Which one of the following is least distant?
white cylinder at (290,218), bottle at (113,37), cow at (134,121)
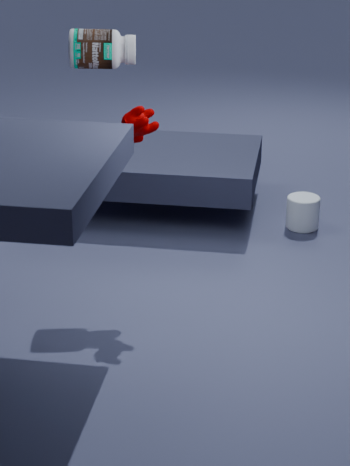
cow at (134,121)
